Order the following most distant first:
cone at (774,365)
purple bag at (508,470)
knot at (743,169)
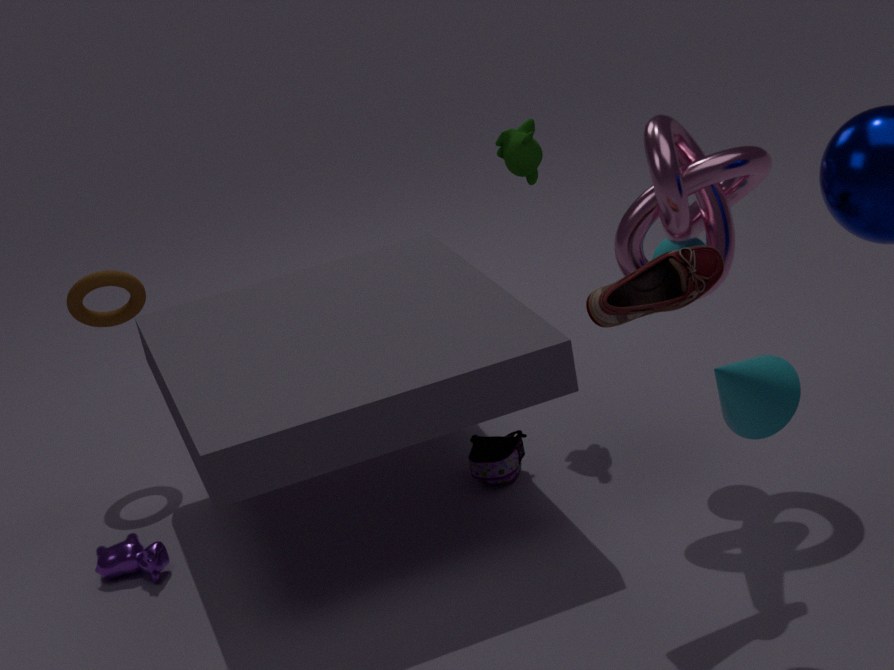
purple bag at (508,470)
knot at (743,169)
cone at (774,365)
